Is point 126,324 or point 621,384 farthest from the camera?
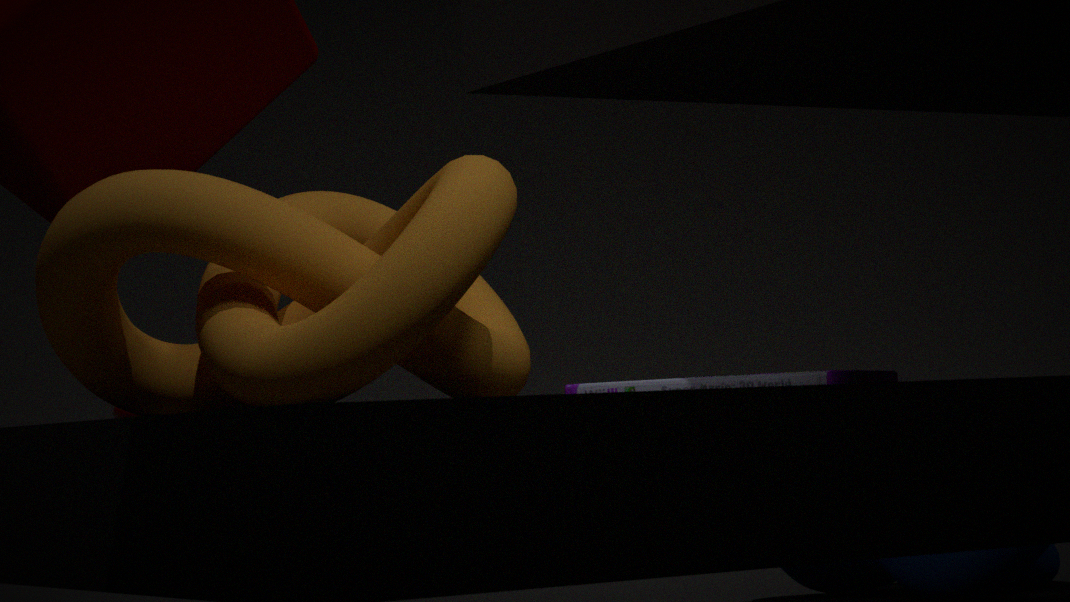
point 621,384
